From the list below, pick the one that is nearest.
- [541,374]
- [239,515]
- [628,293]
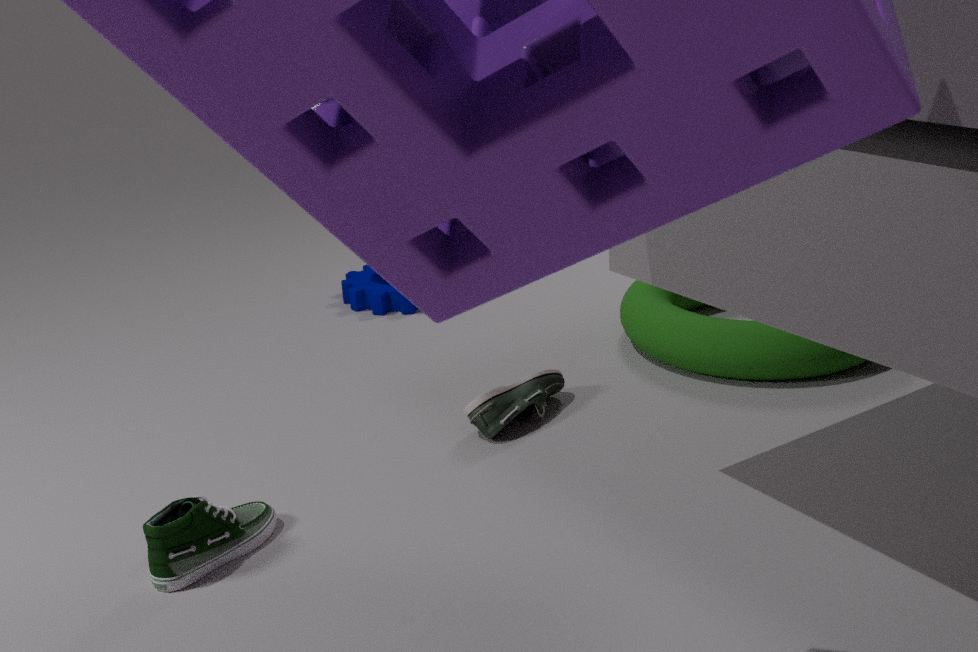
[239,515]
